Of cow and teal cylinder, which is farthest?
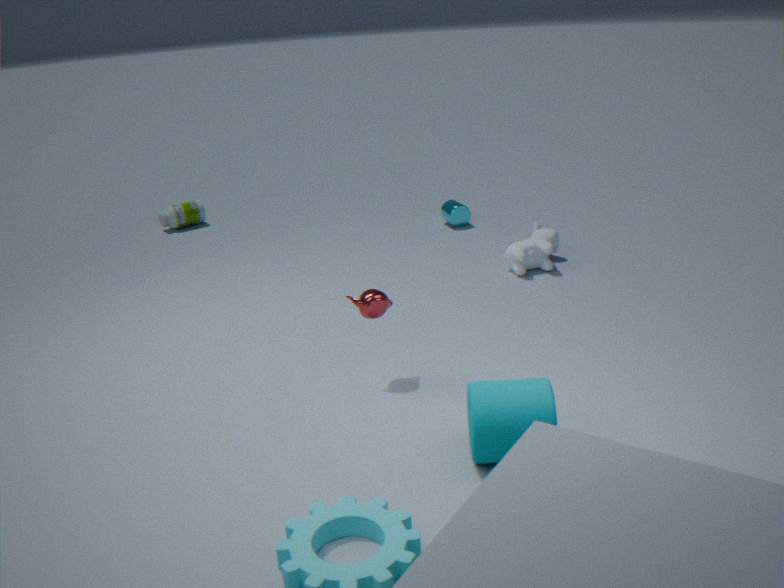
cow
